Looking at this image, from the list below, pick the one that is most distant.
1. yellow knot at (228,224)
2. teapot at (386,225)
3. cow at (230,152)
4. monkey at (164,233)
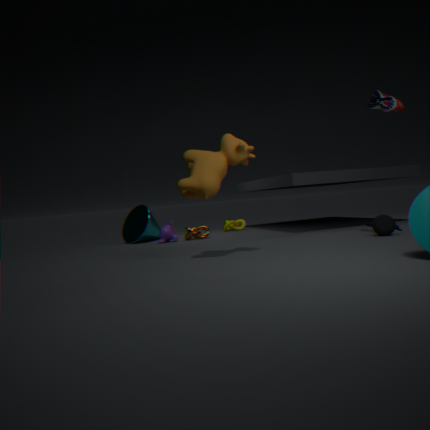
yellow knot at (228,224)
